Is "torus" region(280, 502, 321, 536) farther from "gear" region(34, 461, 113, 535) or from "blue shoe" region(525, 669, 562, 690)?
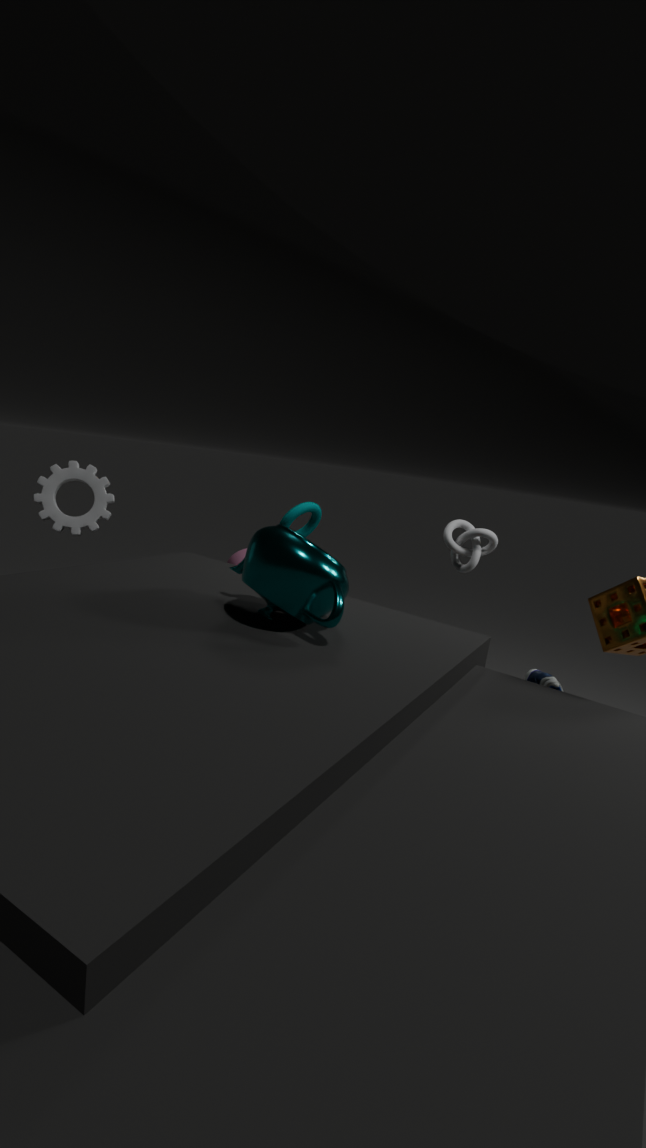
"blue shoe" region(525, 669, 562, 690)
